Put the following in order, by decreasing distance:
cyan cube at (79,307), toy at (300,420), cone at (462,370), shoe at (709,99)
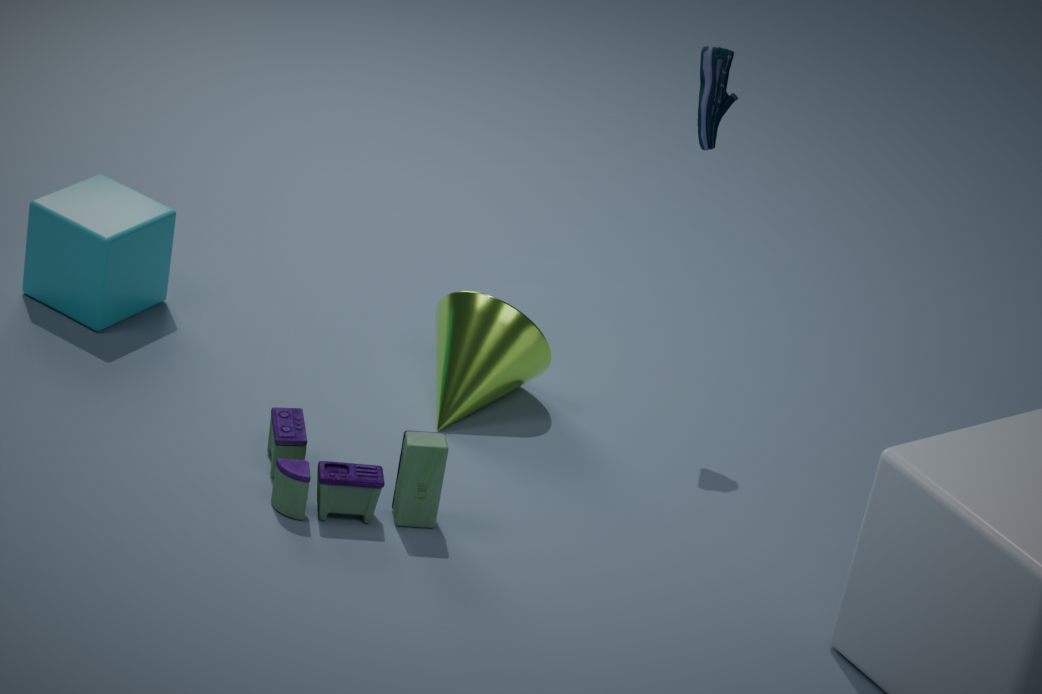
1. cyan cube at (79,307)
2. cone at (462,370)
3. shoe at (709,99)
4. toy at (300,420)
